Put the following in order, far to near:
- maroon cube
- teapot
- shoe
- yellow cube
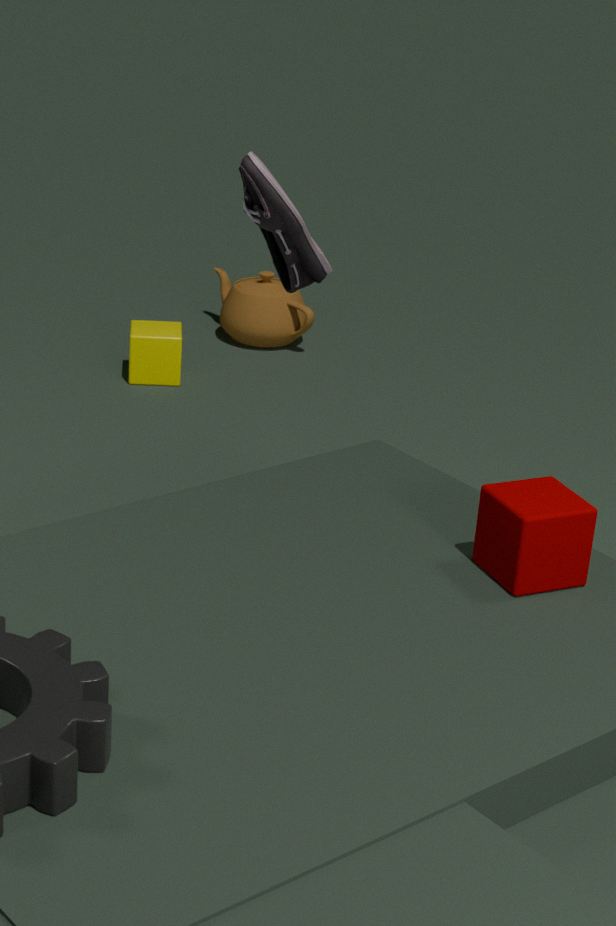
1. teapot
2. yellow cube
3. shoe
4. maroon cube
